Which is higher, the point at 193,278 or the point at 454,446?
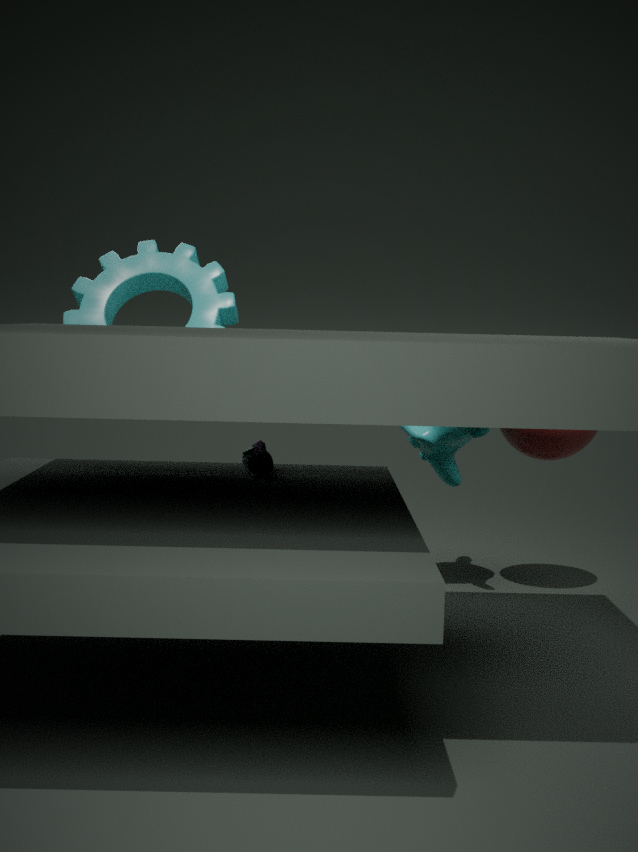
A: the point at 193,278
